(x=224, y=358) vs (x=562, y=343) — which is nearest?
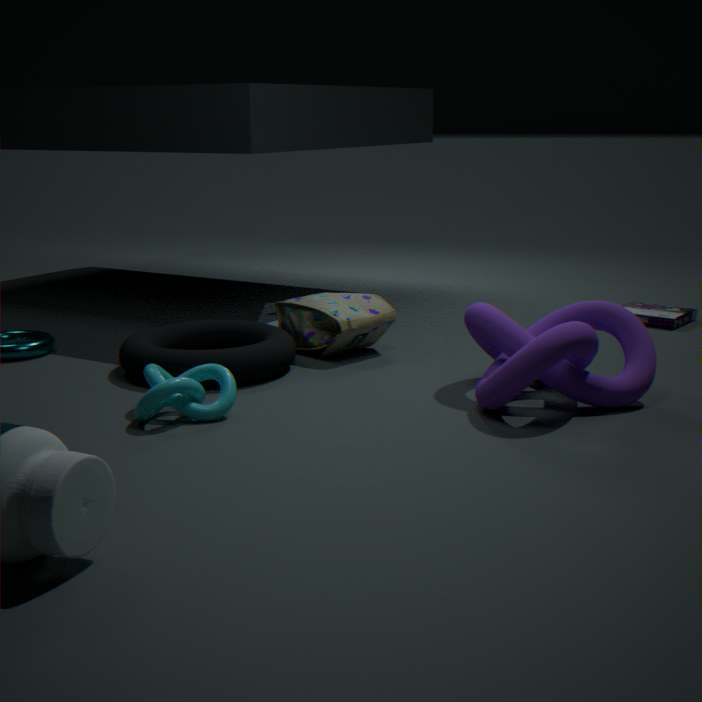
(x=562, y=343)
